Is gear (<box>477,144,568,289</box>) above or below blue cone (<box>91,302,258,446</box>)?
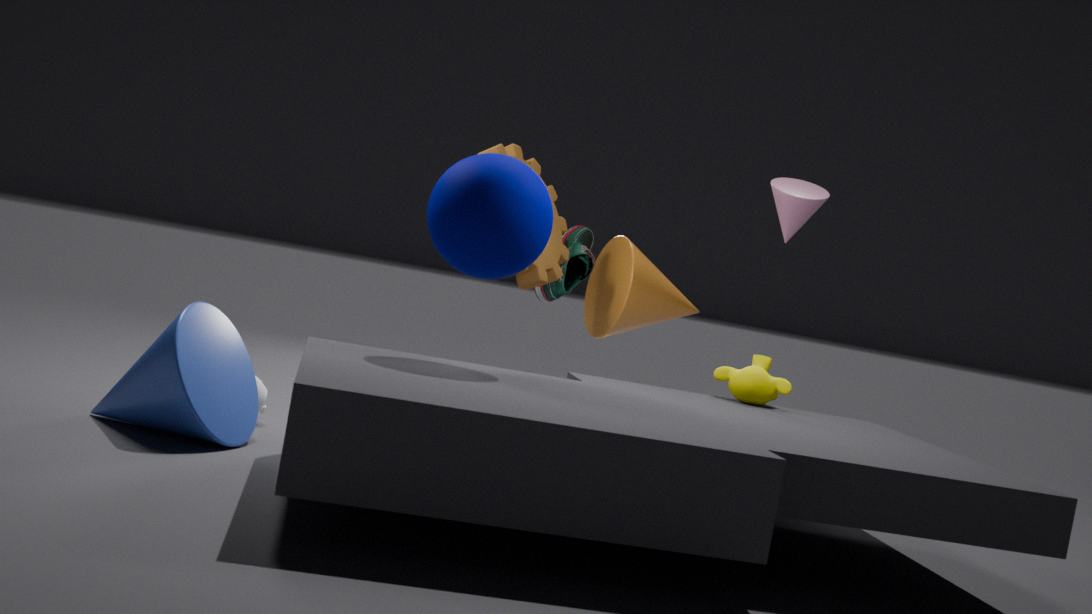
above
